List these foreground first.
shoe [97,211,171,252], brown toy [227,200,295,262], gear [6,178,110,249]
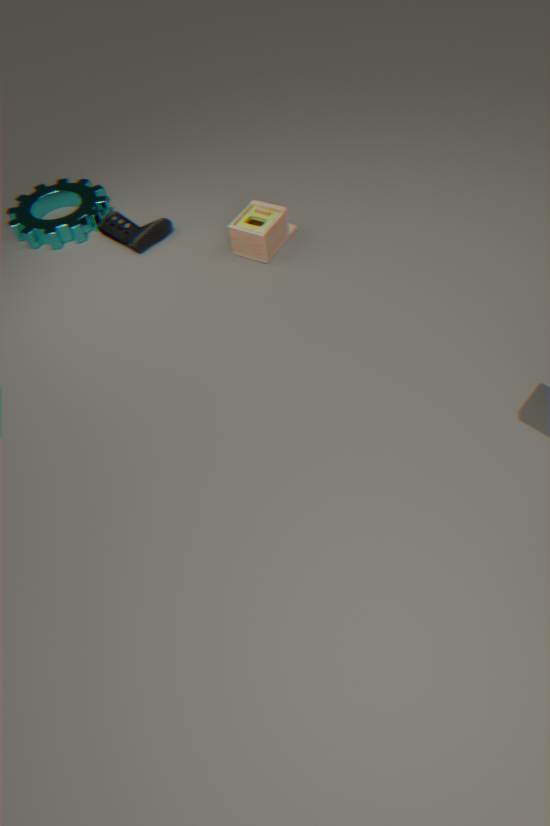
brown toy [227,200,295,262]
shoe [97,211,171,252]
gear [6,178,110,249]
